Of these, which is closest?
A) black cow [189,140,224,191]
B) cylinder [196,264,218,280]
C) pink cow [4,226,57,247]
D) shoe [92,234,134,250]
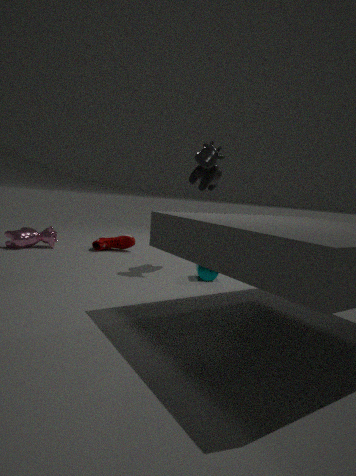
B. cylinder [196,264,218,280]
